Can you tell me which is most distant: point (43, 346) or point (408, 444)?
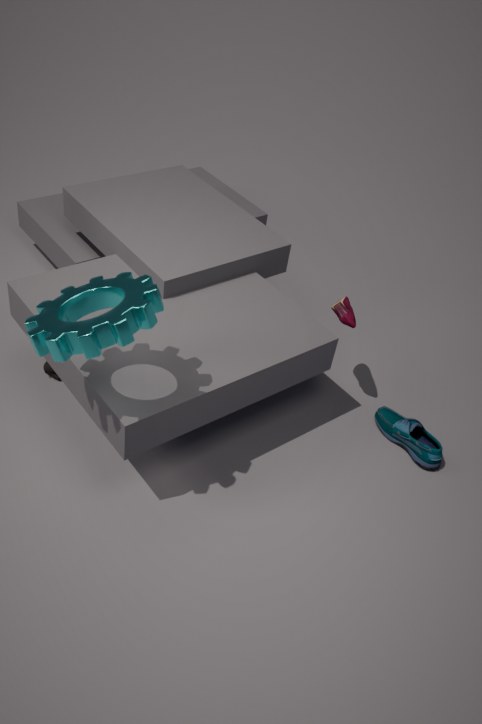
point (408, 444)
